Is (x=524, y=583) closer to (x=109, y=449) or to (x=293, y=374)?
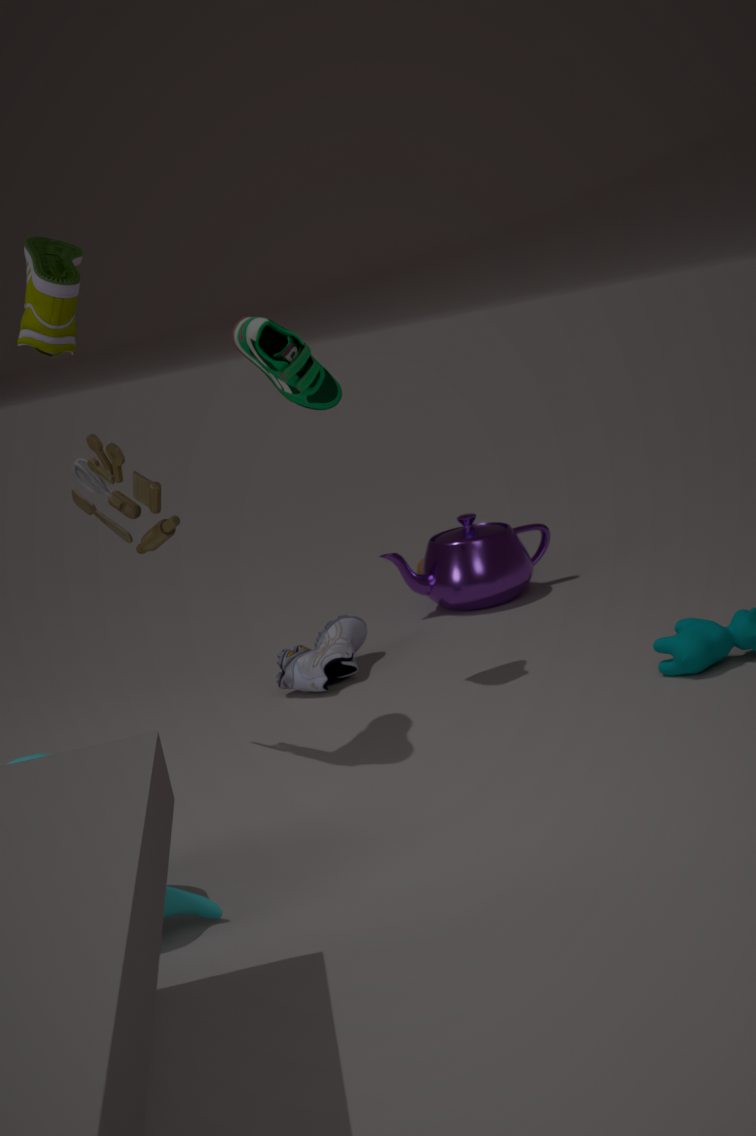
(x=293, y=374)
